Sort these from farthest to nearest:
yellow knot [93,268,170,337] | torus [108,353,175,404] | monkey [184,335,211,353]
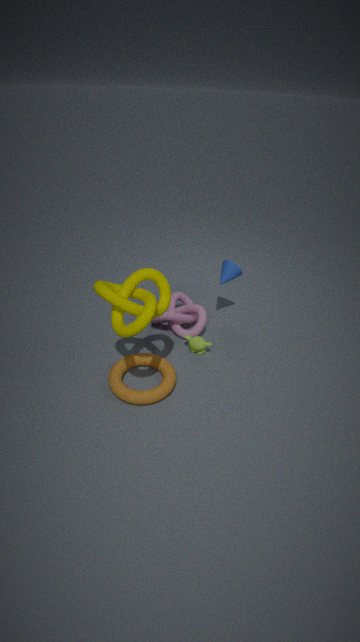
monkey [184,335,211,353]
torus [108,353,175,404]
yellow knot [93,268,170,337]
